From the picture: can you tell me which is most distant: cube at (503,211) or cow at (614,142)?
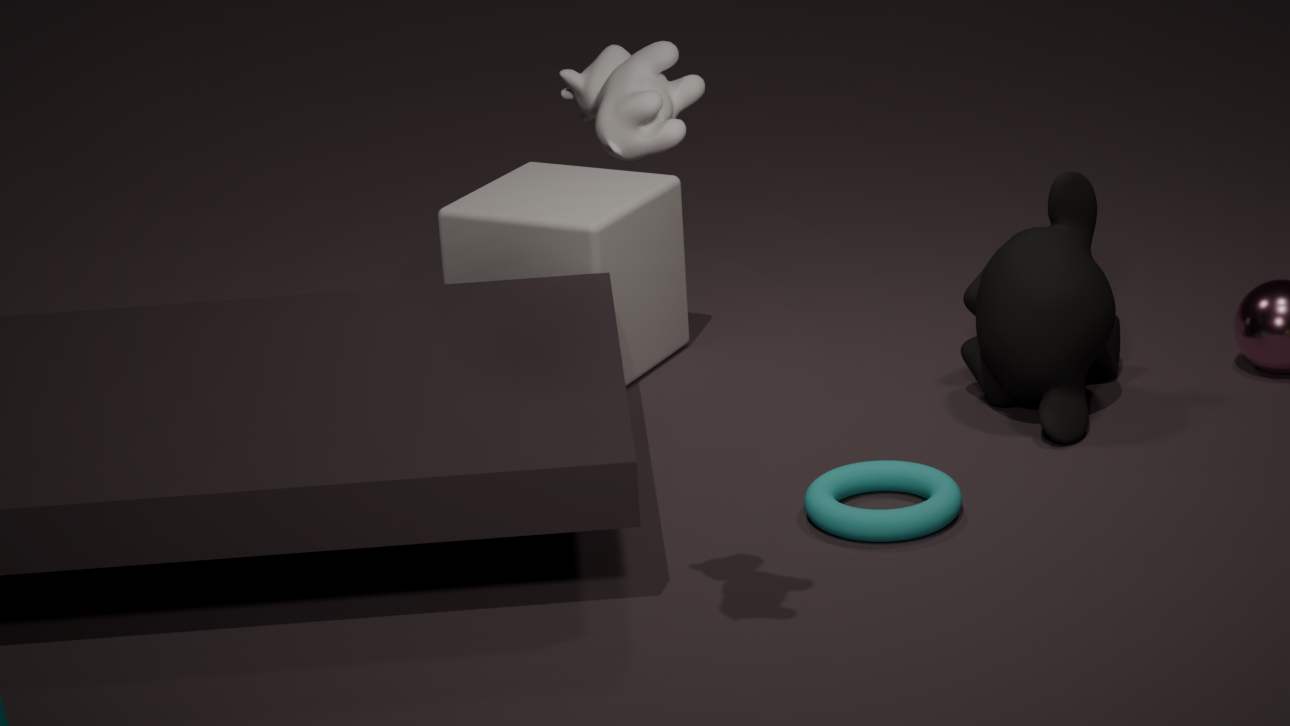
cube at (503,211)
